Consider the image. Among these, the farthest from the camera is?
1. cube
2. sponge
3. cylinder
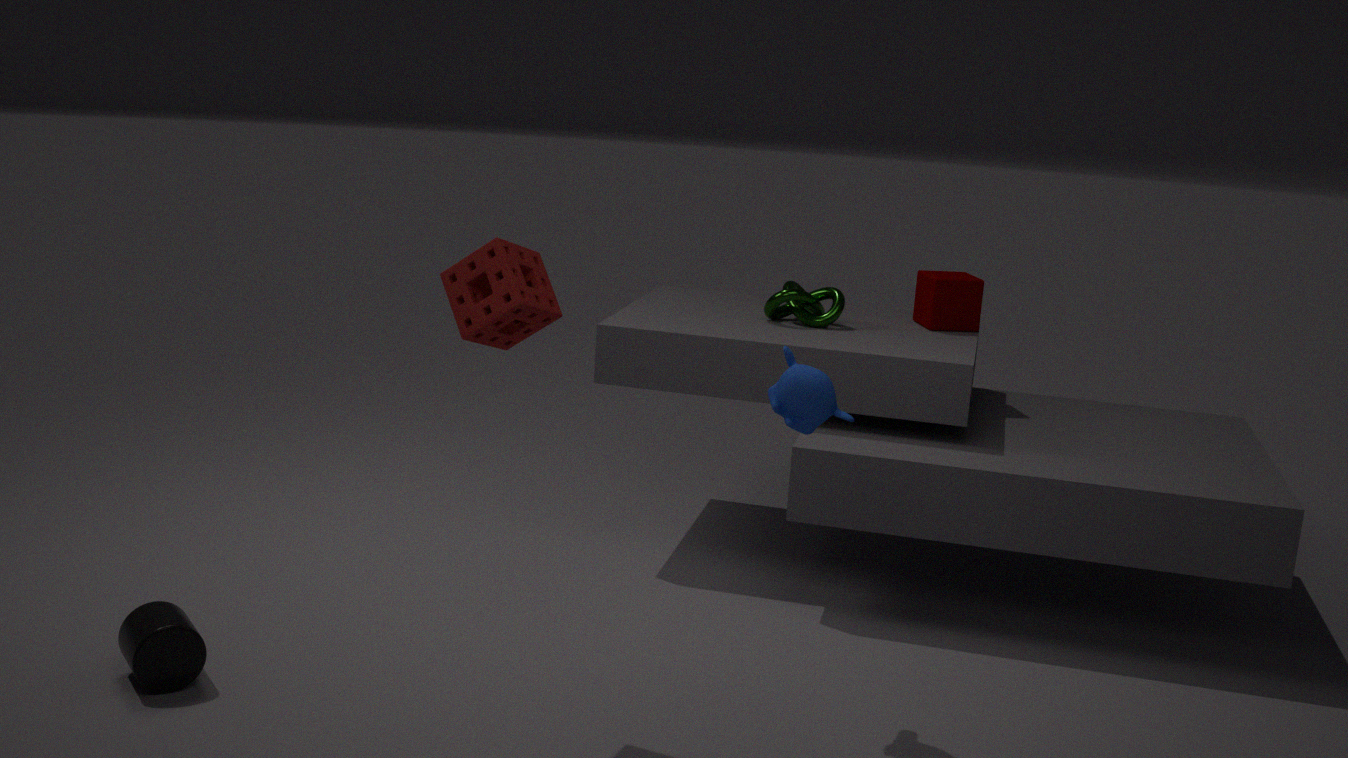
cube
